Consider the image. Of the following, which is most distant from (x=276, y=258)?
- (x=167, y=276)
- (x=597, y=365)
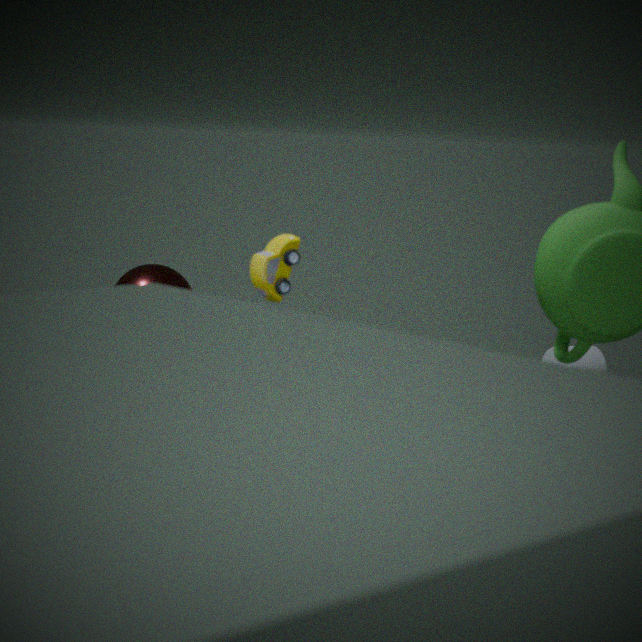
(x=167, y=276)
